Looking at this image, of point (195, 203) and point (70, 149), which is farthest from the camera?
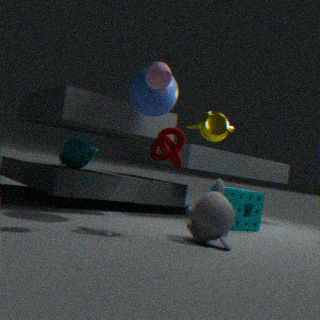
point (70, 149)
